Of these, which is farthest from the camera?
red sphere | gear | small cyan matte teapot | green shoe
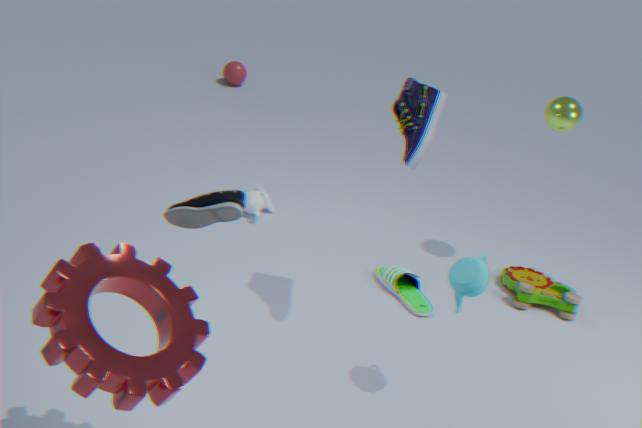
red sphere
